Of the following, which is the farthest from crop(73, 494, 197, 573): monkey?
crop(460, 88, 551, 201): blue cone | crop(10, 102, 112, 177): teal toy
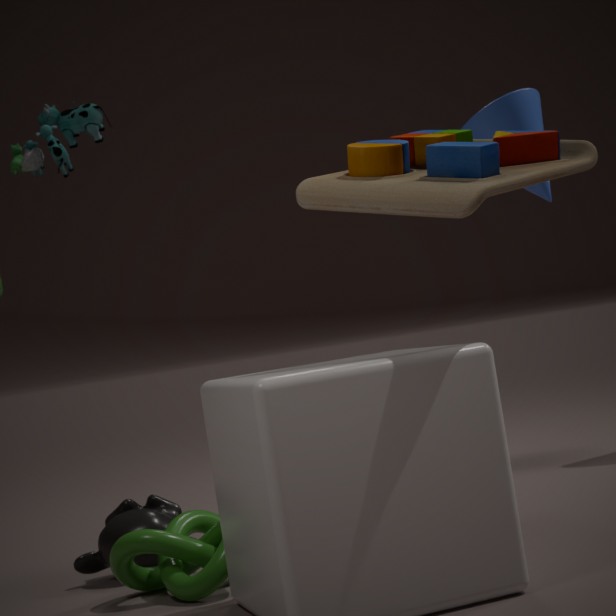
crop(460, 88, 551, 201): blue cone
